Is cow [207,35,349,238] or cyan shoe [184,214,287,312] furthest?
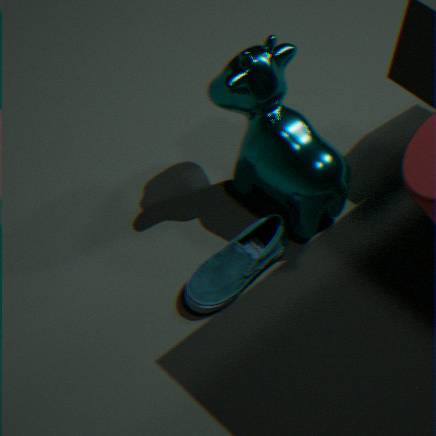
cow [207,35,349,238]
